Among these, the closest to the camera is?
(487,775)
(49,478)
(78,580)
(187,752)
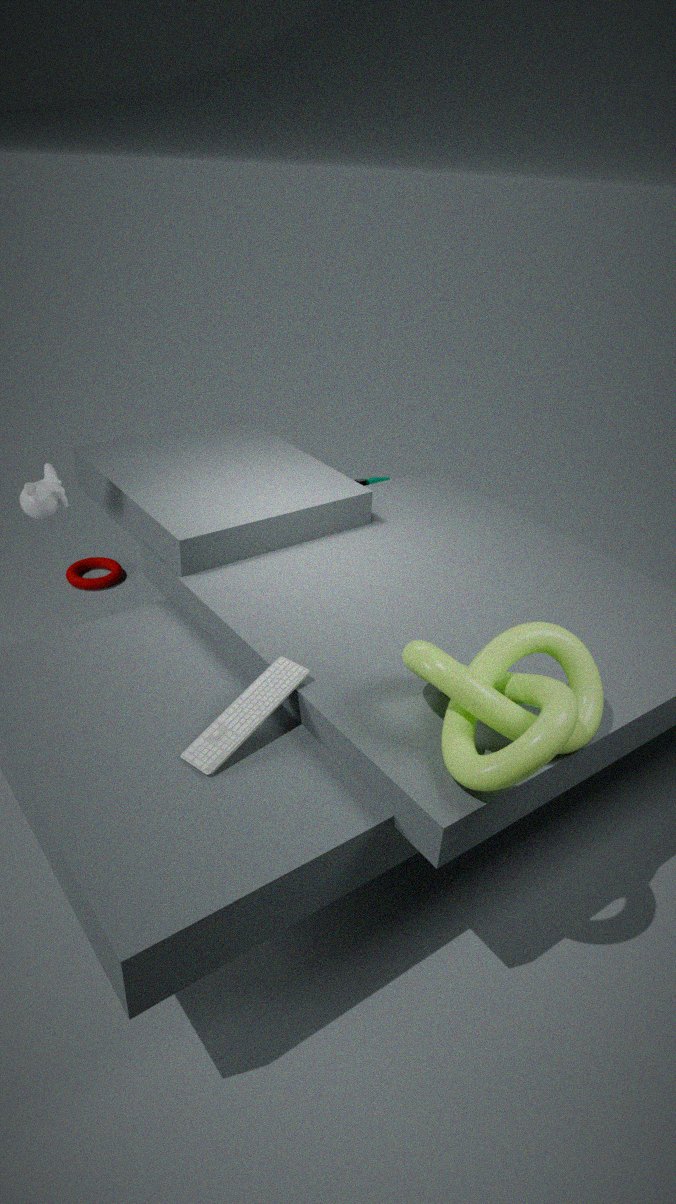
(487,775)
